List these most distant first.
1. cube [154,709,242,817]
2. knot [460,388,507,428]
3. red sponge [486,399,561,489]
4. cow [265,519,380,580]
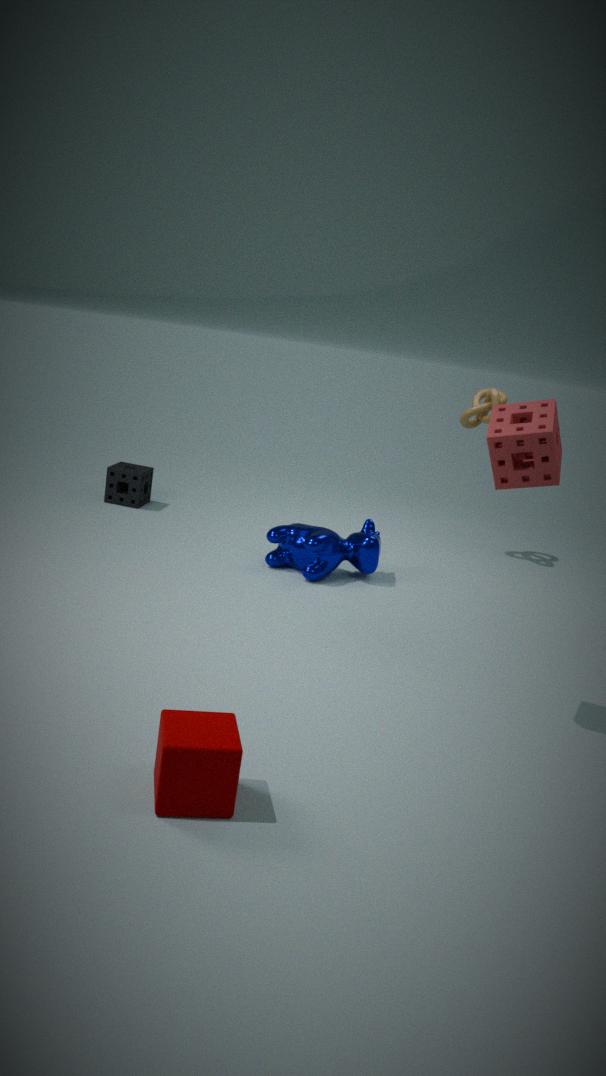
knot [460,388,507,428]
cow [265,519,380,580]
red sponge [486,399,561,489]
cube [154,709,242,817]
